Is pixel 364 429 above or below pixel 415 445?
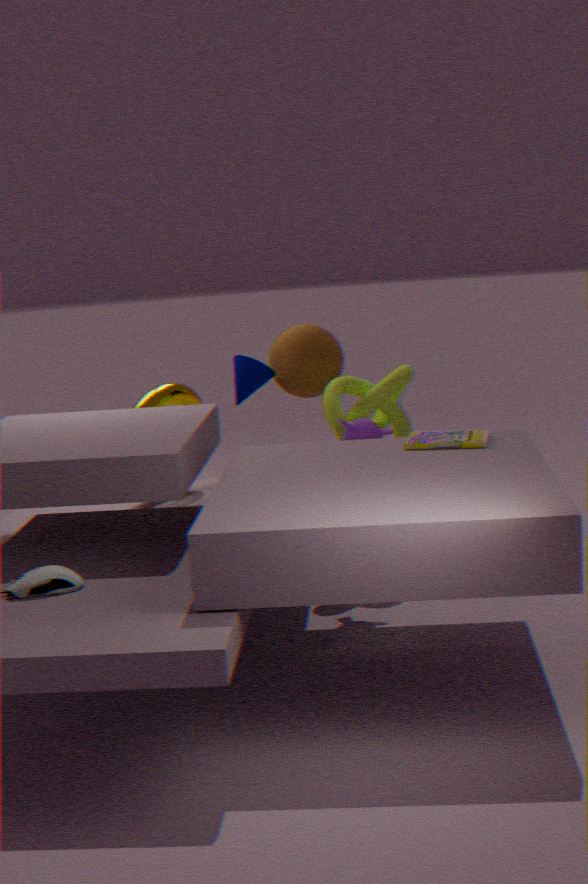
below
